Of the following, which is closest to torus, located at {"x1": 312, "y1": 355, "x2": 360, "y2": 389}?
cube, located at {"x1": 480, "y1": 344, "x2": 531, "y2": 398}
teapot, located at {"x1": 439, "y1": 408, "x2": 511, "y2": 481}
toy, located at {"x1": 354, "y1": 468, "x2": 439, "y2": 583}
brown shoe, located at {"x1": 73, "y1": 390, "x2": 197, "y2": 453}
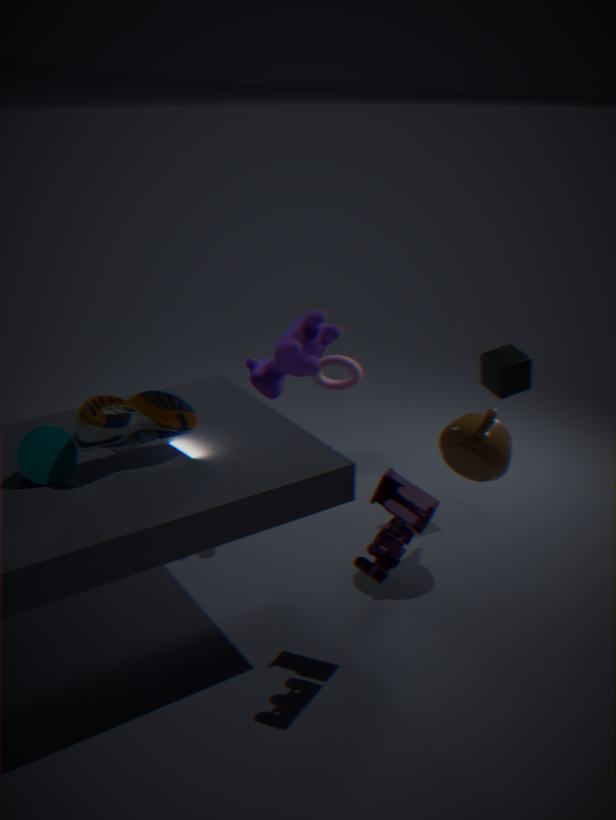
cube, located at {"x1": 480, "y1": 344, "x2": 531, "y2": 398}
